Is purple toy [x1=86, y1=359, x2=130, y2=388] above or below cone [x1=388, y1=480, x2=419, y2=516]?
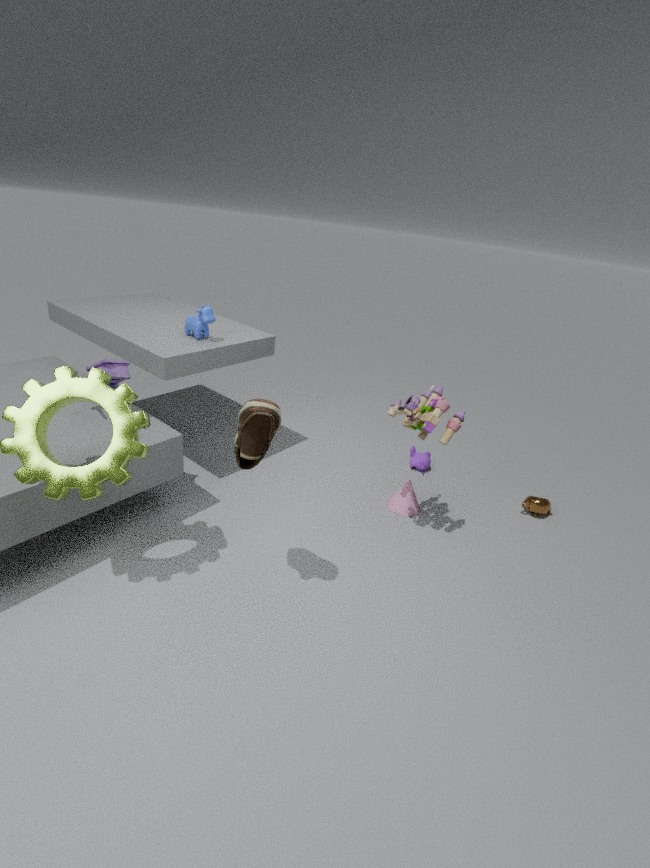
above
